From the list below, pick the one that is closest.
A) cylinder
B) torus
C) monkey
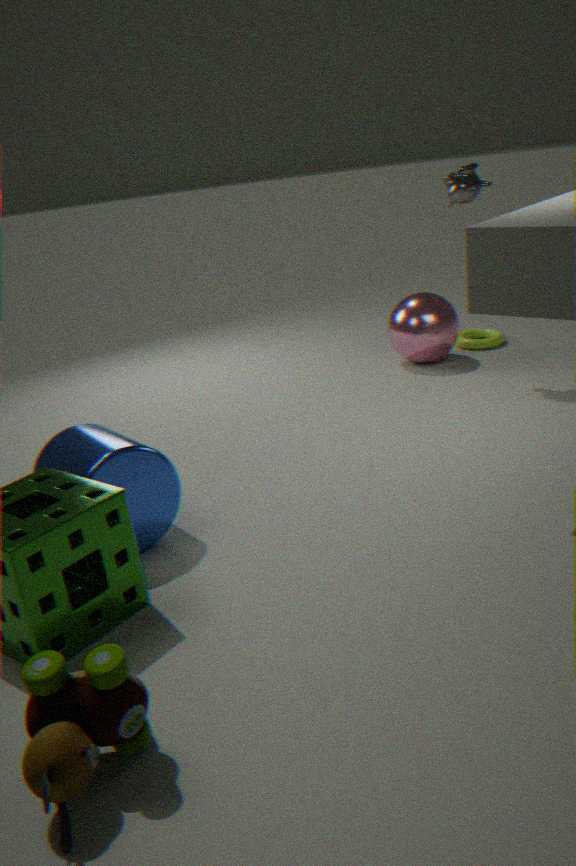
cylinder
